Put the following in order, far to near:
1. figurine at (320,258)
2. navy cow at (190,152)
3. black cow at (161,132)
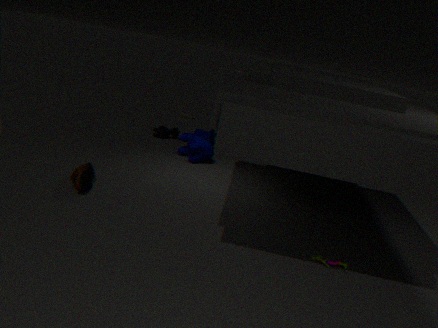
black cow at (161,132) → navy cow at (190,152) → figurine at (320,258)
